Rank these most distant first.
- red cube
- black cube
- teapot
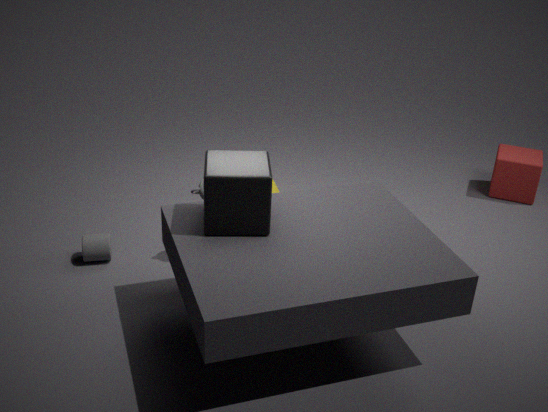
red cube → teapot → black cube
